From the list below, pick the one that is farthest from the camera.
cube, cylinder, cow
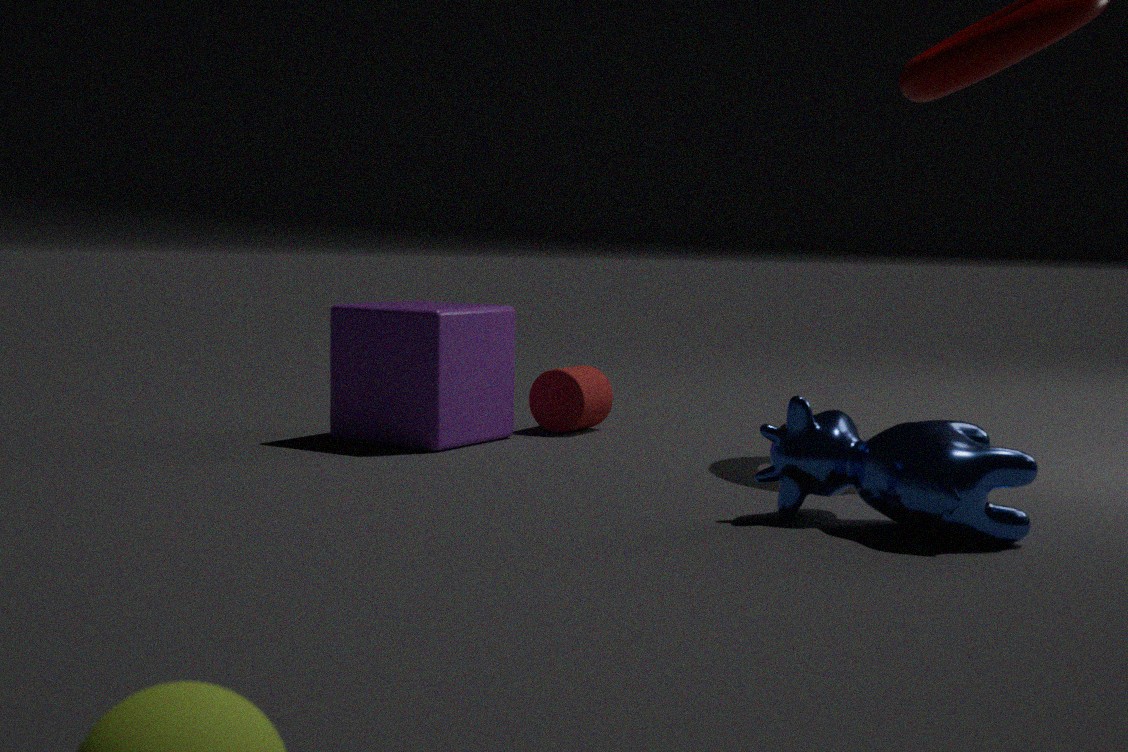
cylinder
